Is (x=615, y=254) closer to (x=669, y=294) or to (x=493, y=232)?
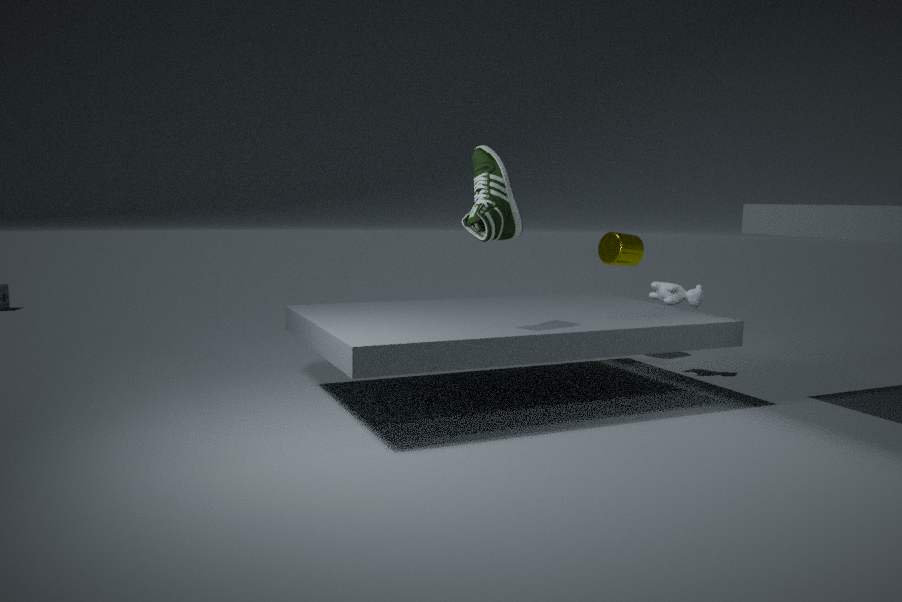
(x=669, y=294)
